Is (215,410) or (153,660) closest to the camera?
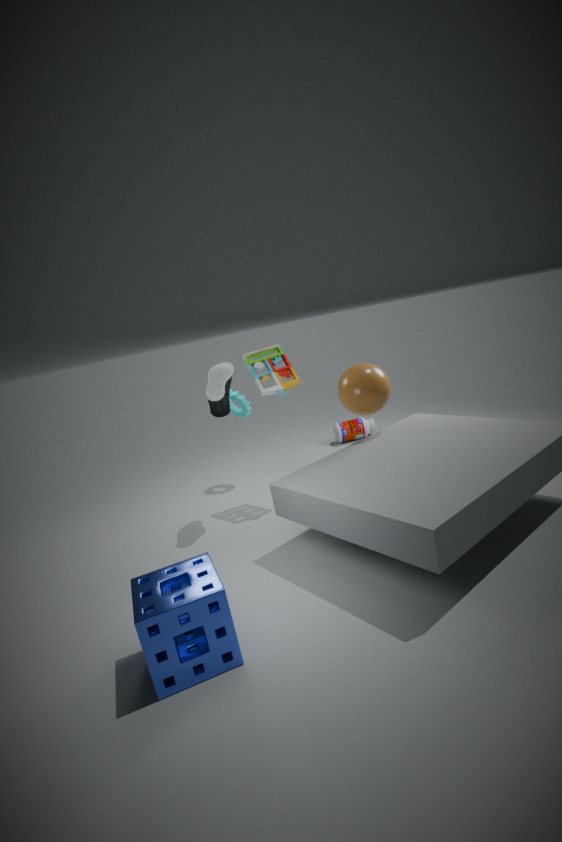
(153,660)
